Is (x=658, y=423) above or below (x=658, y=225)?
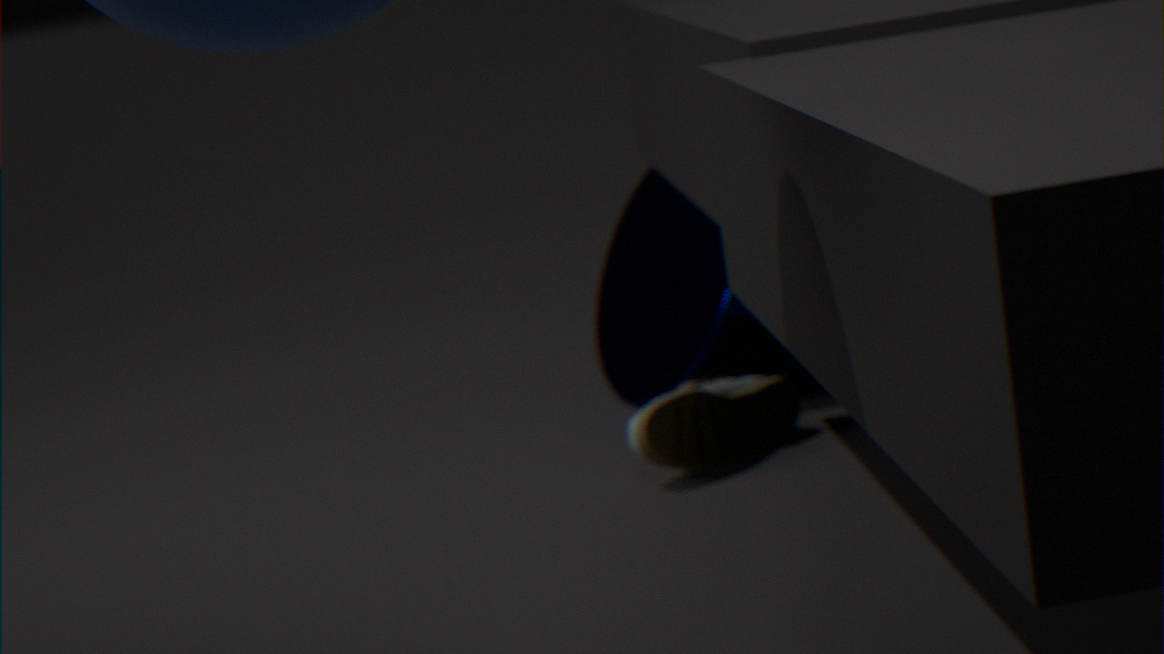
below
